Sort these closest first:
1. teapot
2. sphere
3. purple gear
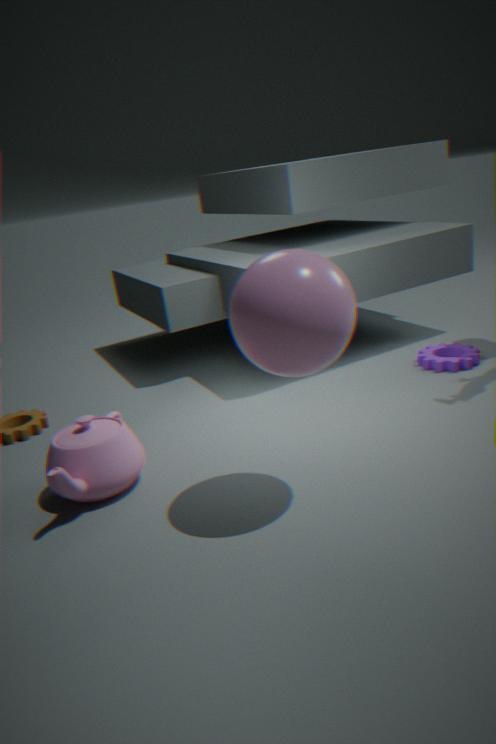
sphere, teapot, purple gear
